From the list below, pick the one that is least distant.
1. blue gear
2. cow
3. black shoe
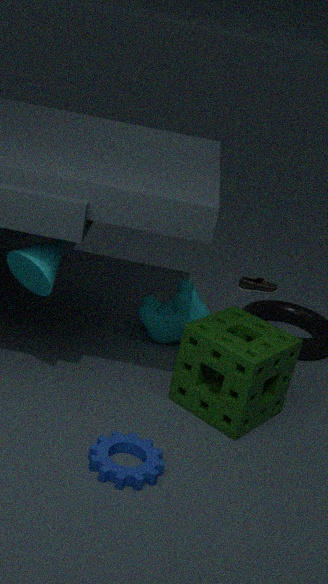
blue gear
